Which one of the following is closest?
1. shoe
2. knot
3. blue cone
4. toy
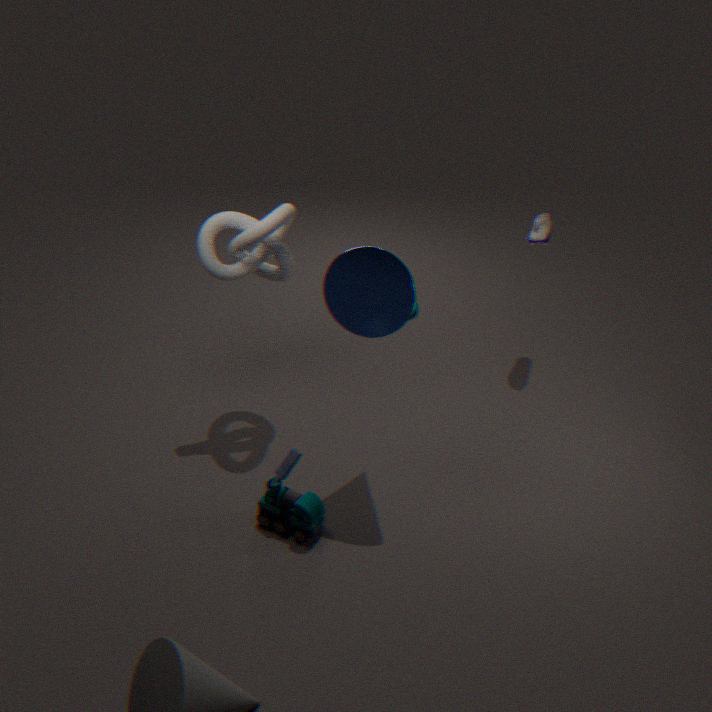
blue cone
